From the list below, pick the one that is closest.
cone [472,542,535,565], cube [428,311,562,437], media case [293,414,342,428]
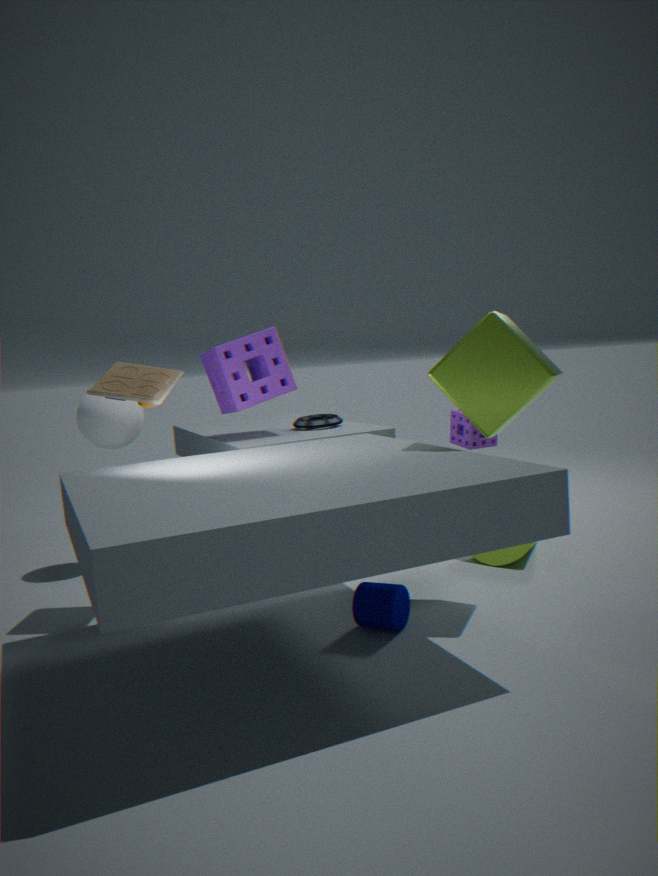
cube [428,311,562,437]
